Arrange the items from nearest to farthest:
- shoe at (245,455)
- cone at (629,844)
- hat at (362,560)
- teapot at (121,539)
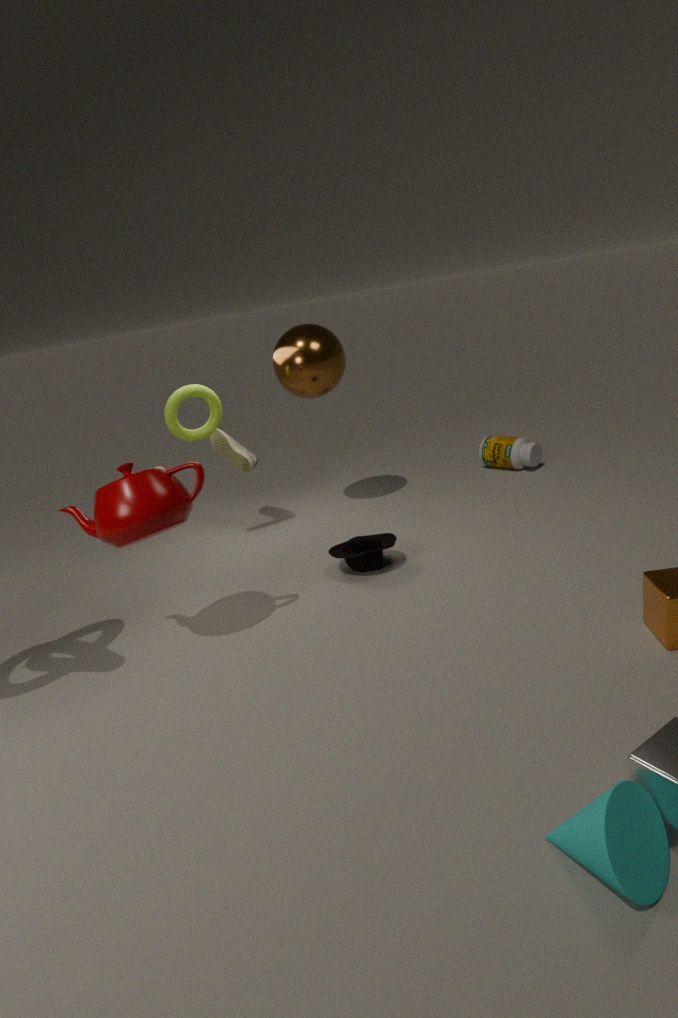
cone at (629,844)
teapot at (121,539)
hat at (362,560)
shoe at (245,455)
